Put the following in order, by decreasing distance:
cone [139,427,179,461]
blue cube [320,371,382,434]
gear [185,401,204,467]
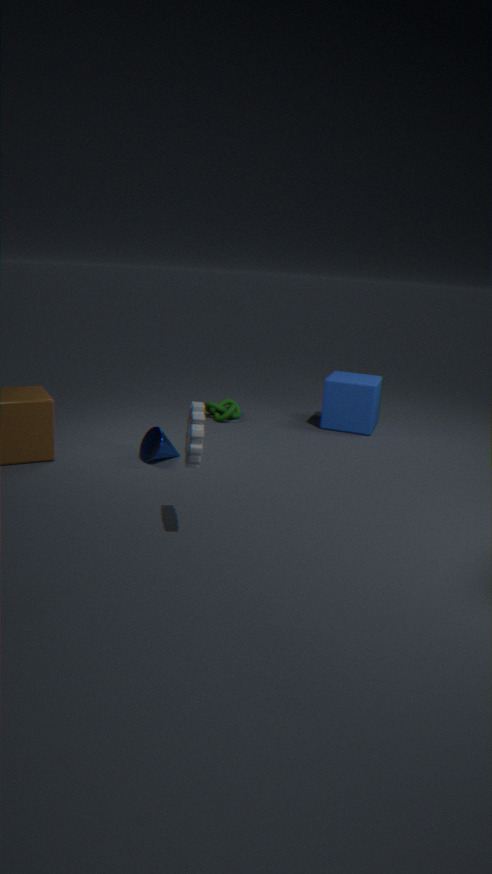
blue cube [320,371,382,434], cone [139,427,179,461], gear [185,401,204,467]
